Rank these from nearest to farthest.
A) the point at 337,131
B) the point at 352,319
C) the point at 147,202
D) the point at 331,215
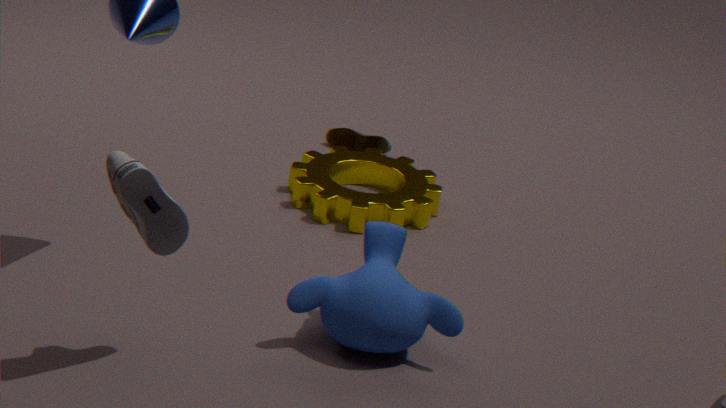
the point at 147,202 → the point at 352,319 → the point at 331,215 → the point at 337,131
